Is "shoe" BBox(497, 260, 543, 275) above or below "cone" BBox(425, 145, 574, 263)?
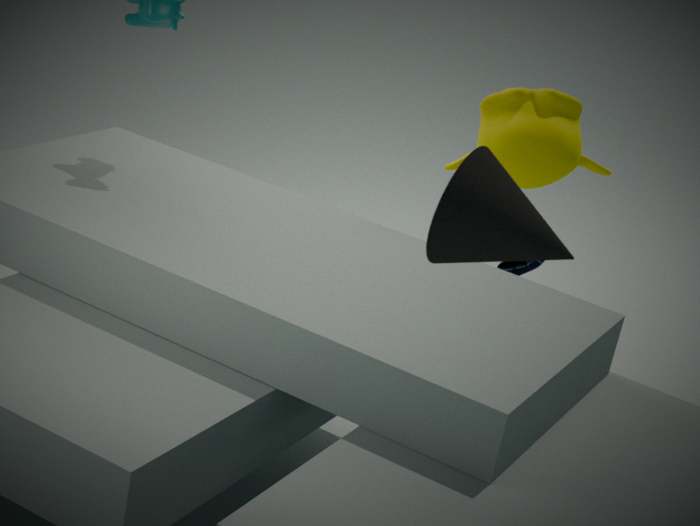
below
